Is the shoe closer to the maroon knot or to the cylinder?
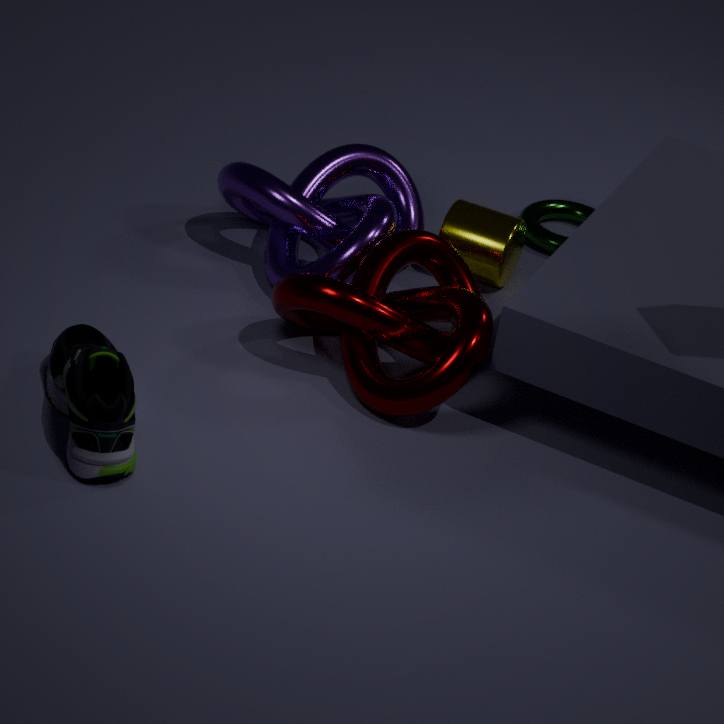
the maroon knot
